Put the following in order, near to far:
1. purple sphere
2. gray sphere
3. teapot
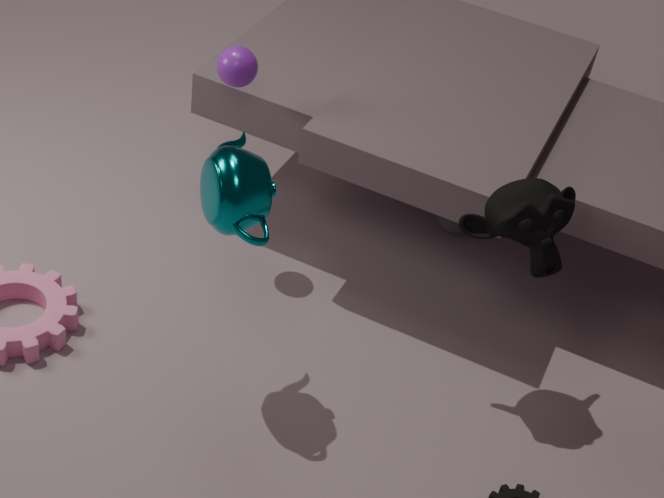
teapot < purple sphere < gray sphere
